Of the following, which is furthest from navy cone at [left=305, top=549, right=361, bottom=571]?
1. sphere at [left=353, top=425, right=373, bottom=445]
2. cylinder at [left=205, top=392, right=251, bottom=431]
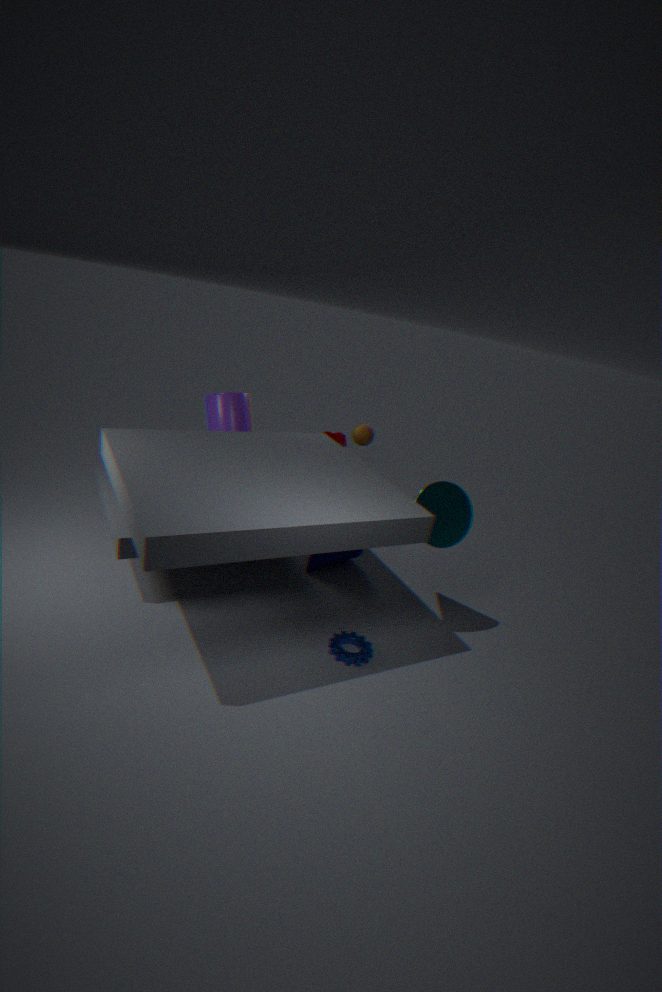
cylinder at [left=205, top=392, right=251, bottom=431]
